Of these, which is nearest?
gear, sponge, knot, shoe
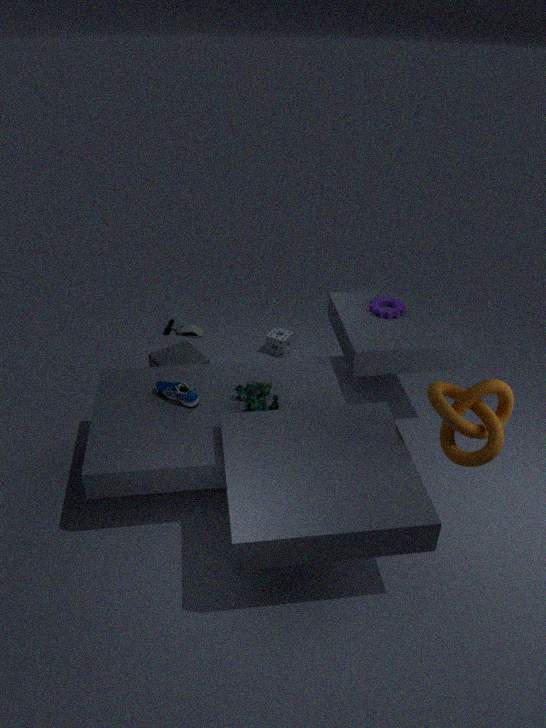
knot
